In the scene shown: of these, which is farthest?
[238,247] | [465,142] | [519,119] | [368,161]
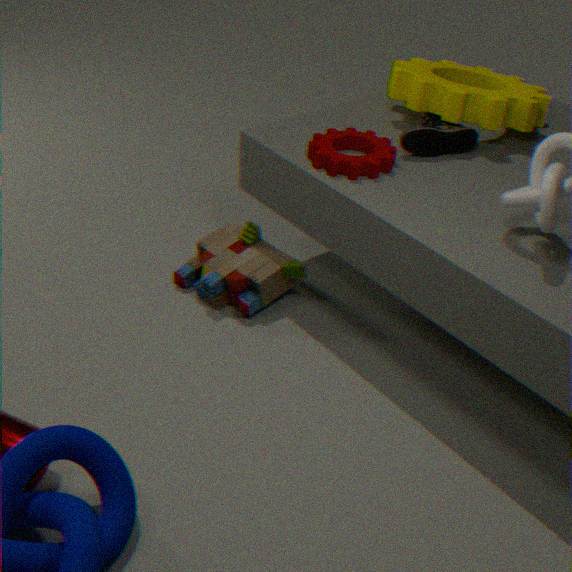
[238,247]
